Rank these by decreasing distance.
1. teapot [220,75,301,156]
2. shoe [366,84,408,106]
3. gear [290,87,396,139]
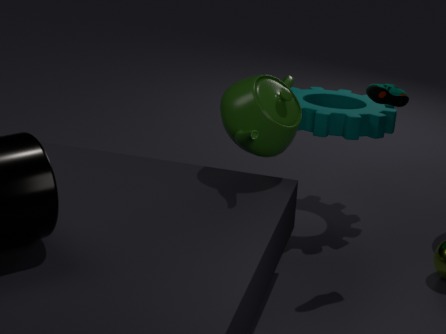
gear [290,87,396,139]
teapot [220,75,301,156]
shoe [366,84,408,106]
